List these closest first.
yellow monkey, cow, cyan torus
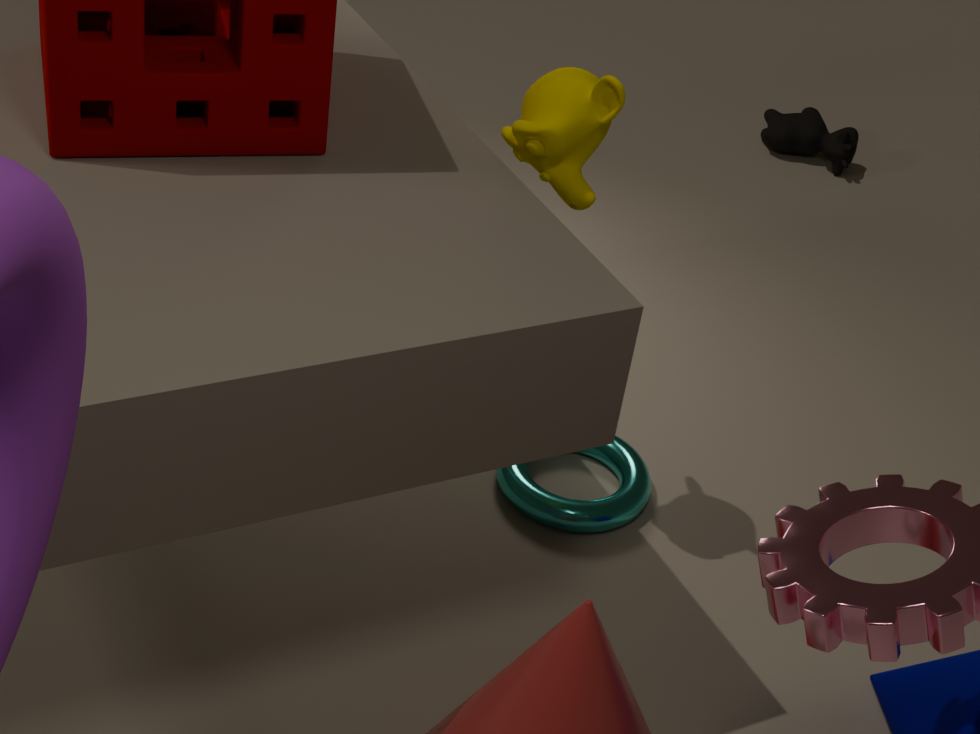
yellow monkey → cyan torus → cow
